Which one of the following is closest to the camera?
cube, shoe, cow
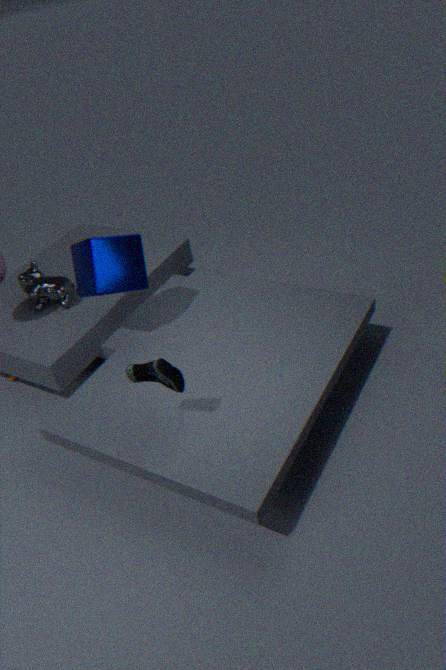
shoe
